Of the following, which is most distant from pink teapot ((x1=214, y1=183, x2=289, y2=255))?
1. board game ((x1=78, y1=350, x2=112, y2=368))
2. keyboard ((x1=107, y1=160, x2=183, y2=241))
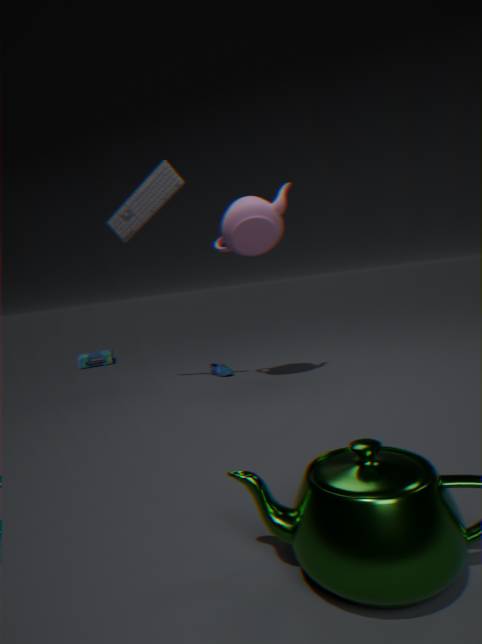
board game ((x1=78, y1=350, x2=112, y2=368))
